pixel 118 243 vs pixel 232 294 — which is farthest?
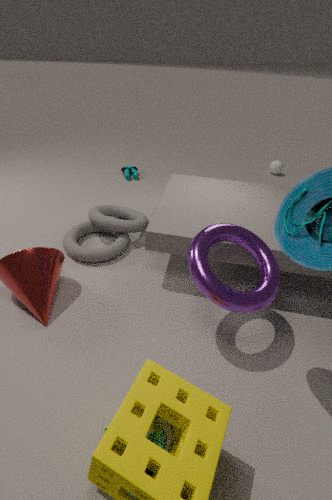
pixel 118 243
